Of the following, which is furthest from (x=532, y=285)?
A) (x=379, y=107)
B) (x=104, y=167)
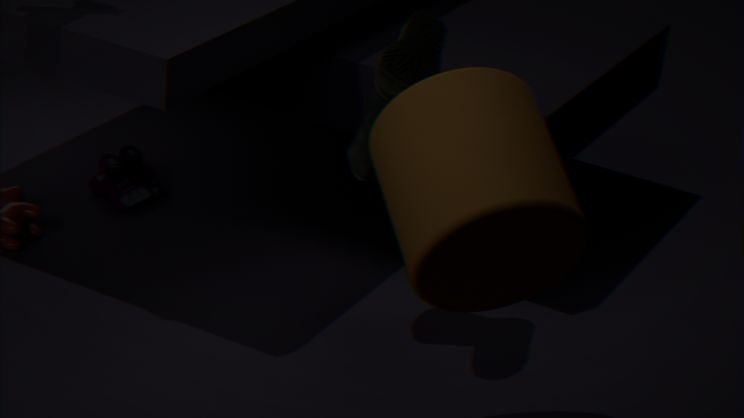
(x=104, y=167)
